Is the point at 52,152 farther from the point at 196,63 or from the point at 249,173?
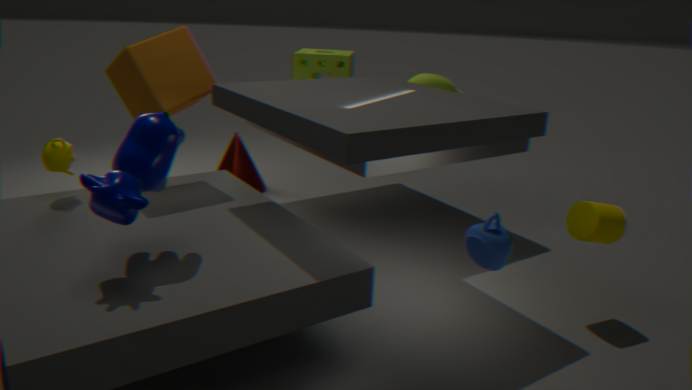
the point at 249,173
